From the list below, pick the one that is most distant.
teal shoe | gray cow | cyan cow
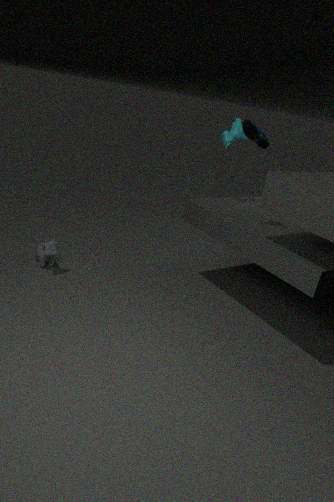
cyan cow
